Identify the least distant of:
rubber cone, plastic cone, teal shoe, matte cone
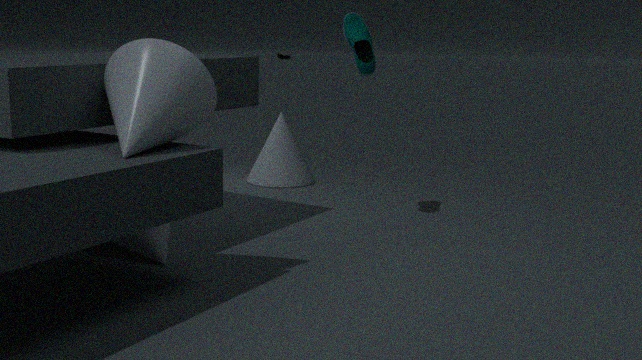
plastic cone
